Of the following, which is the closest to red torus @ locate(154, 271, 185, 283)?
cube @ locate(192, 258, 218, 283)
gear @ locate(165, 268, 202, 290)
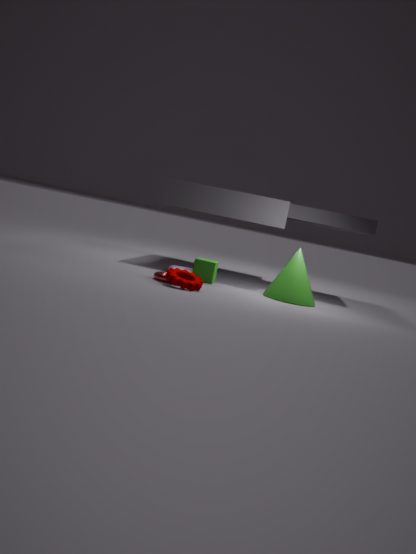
gear @ locate(165, 268, 202, 290)
